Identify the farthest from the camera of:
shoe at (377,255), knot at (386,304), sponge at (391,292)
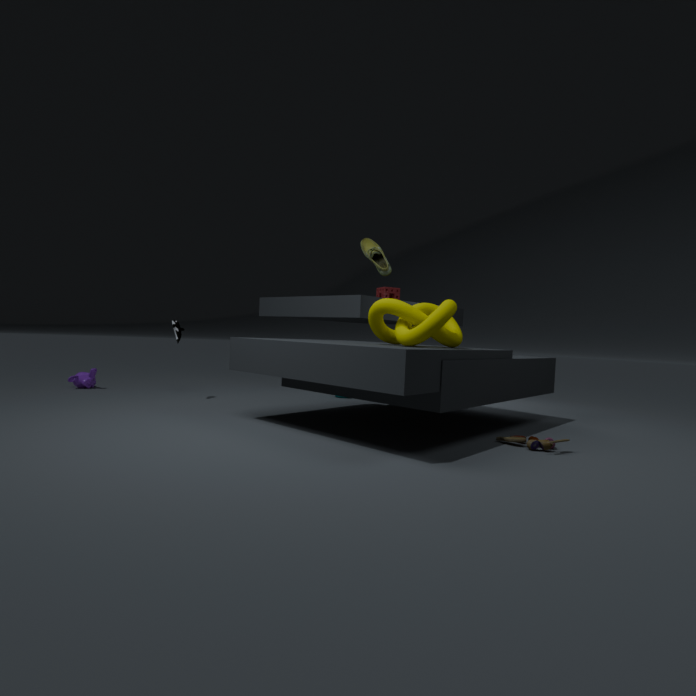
sponge at (391,292)
